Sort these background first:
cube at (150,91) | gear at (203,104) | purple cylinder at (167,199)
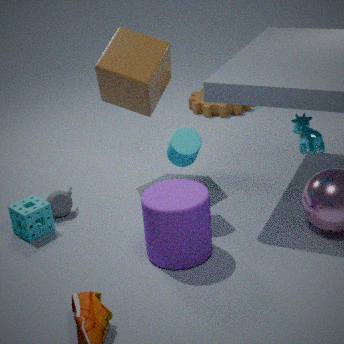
1. gear at (203,104)
2. cube at (150,91)
3. purple cylinder at (167,199)
